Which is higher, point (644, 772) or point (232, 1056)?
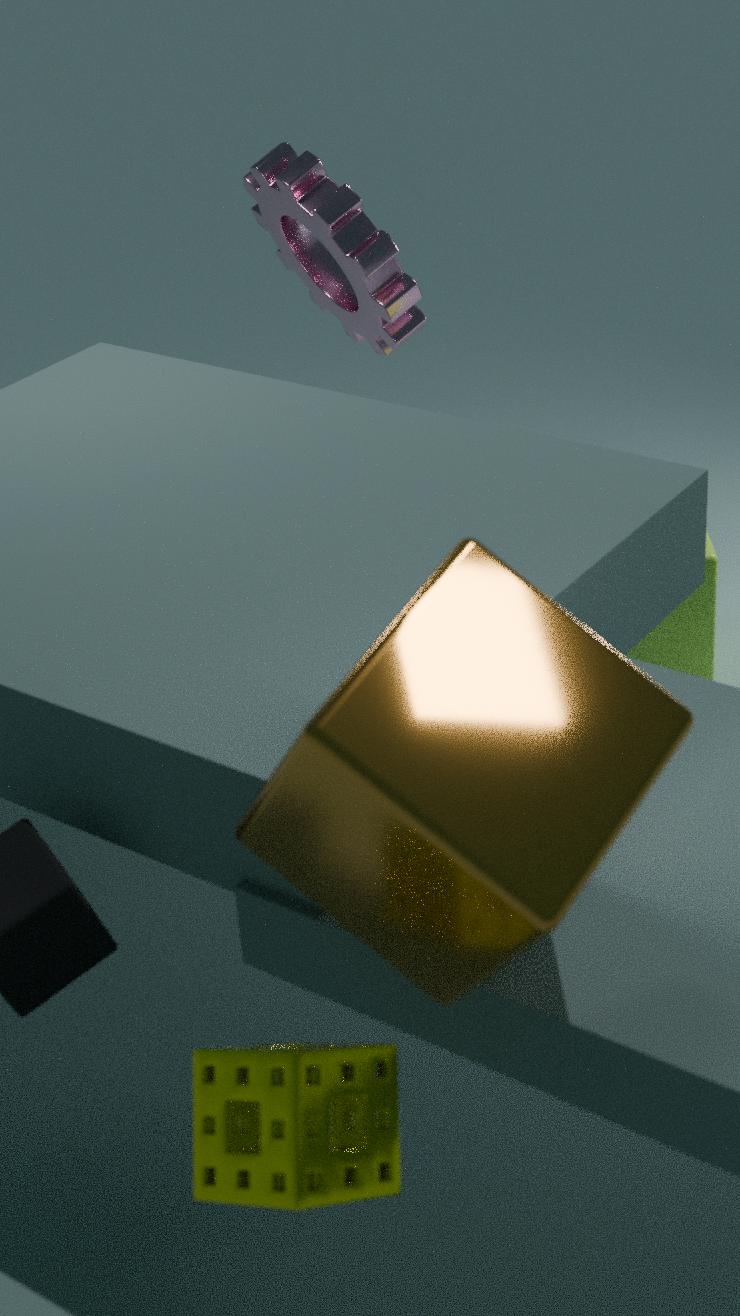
point (644, 772)
